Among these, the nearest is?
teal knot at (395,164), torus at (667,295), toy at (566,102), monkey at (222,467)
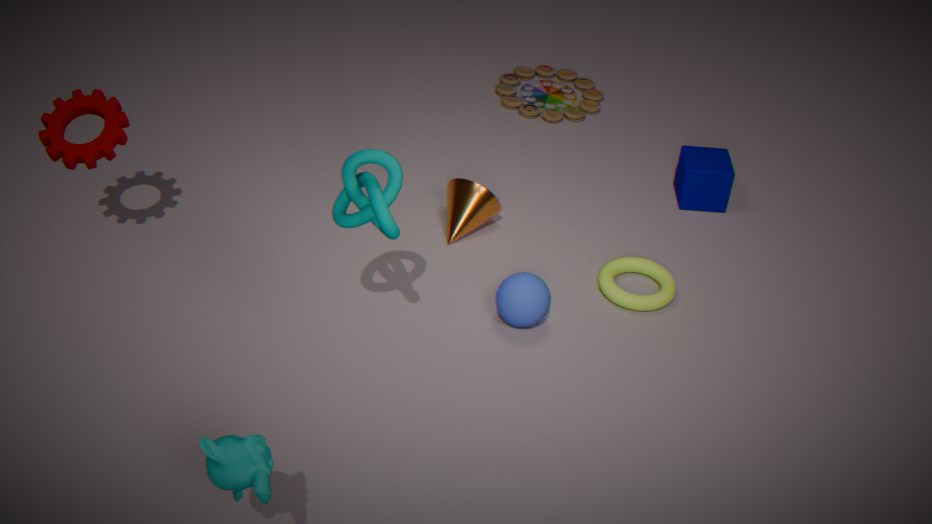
monkey at (222,467)
